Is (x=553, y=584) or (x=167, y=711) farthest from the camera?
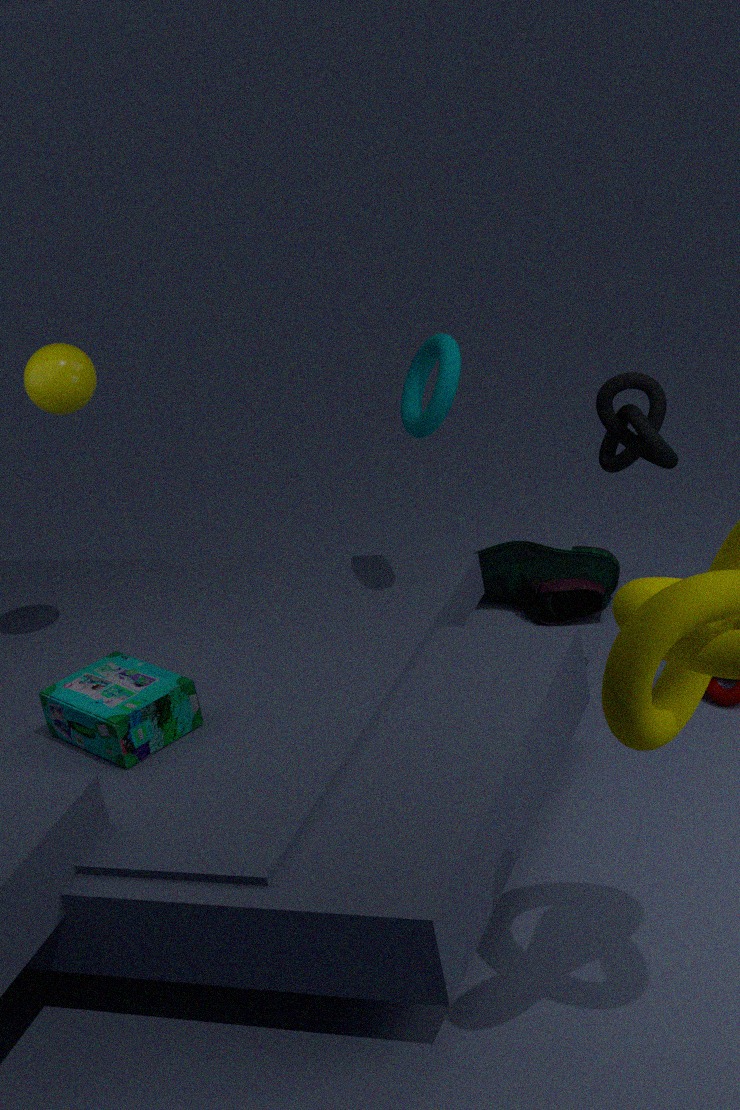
(x=553, y=584)
